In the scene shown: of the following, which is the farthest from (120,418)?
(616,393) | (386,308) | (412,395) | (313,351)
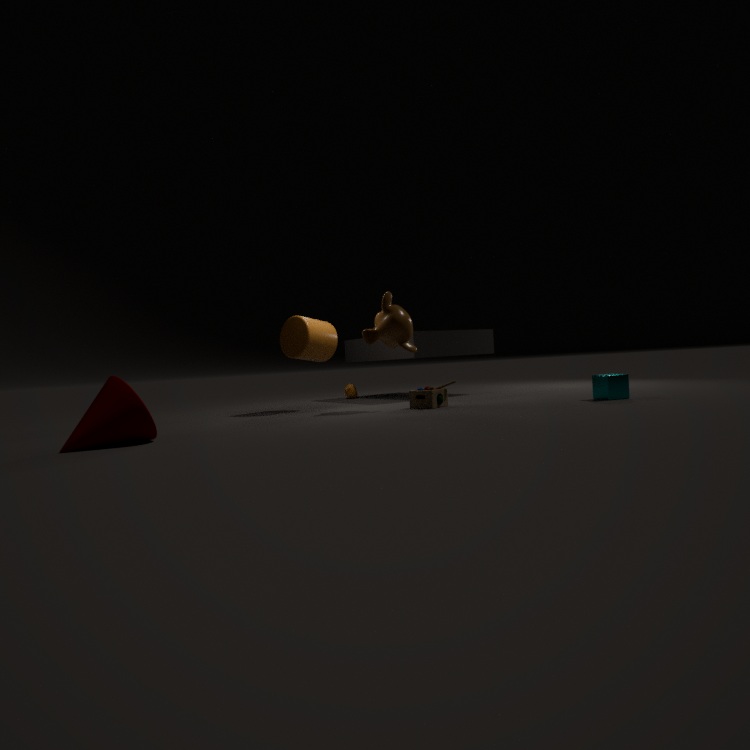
(616,393)
